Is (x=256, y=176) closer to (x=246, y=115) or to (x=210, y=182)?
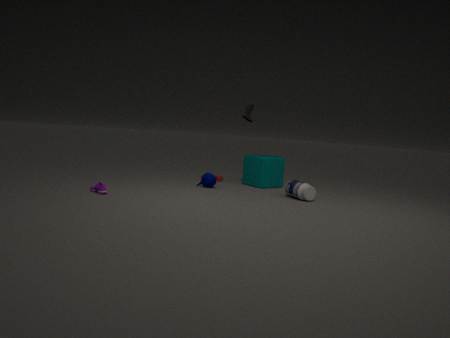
(x=246, y=115)
